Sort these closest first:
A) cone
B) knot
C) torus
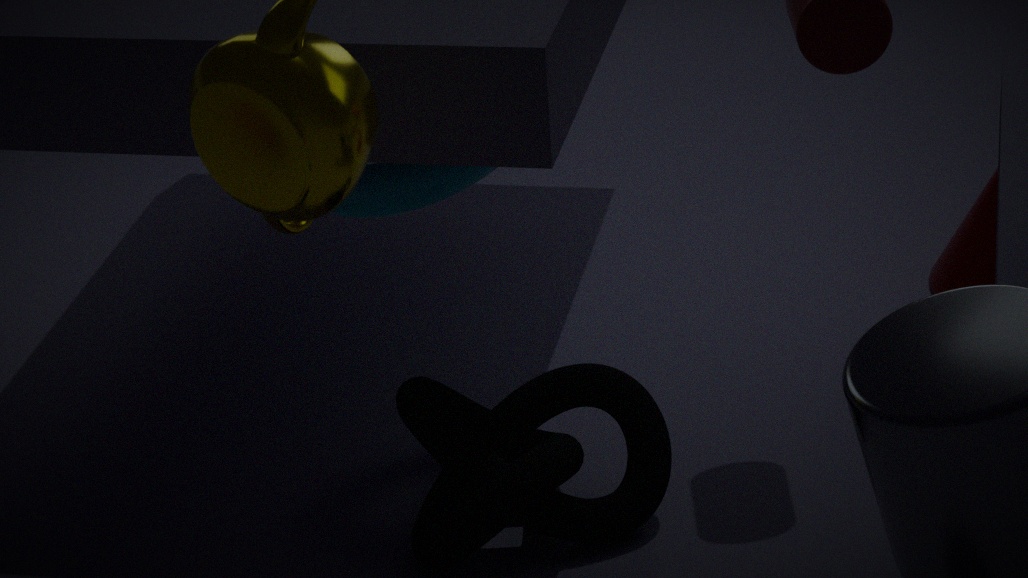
1. B. knot
2. C. torus
3. A. cone
